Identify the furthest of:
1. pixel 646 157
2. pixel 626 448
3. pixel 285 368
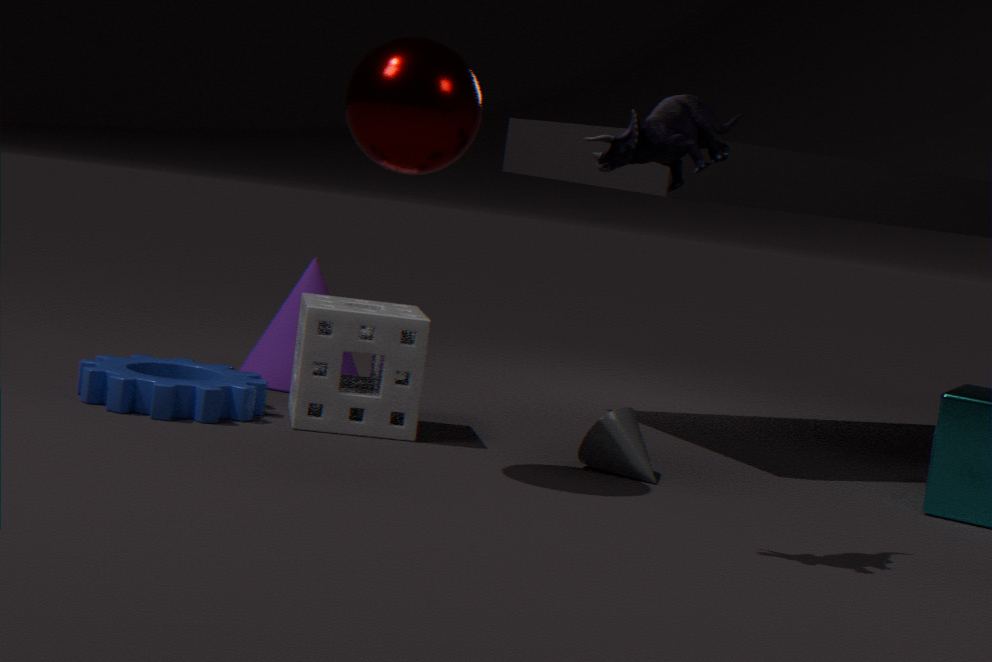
pixel 285 368
